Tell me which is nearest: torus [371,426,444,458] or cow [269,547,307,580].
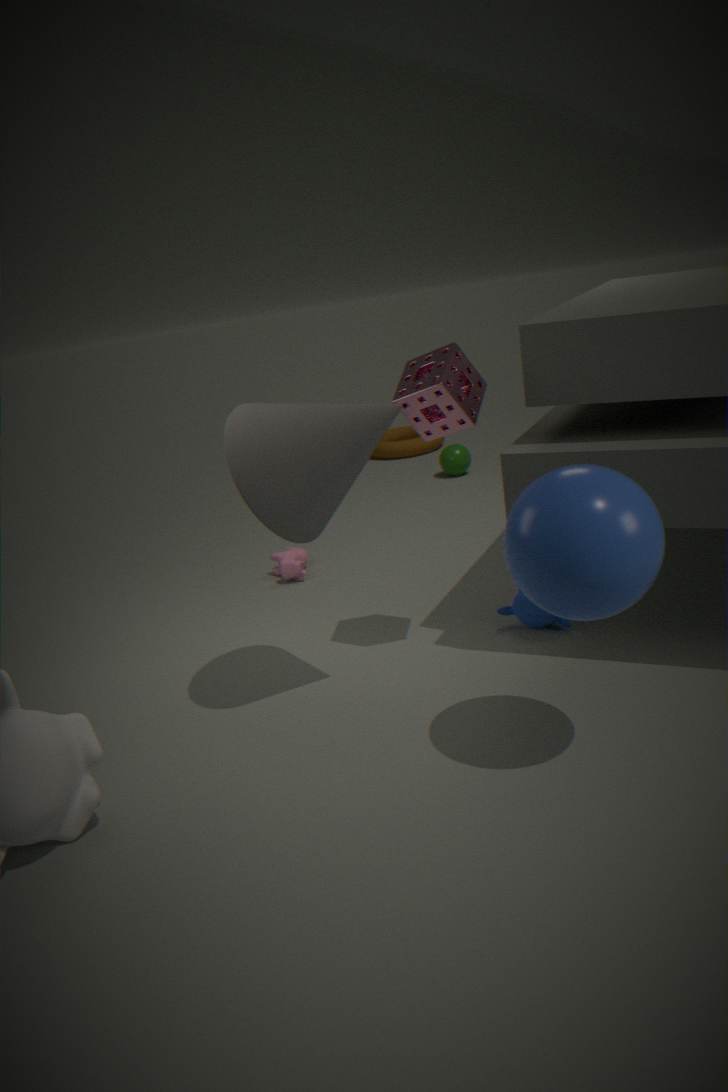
cow [269,547,307,580]
